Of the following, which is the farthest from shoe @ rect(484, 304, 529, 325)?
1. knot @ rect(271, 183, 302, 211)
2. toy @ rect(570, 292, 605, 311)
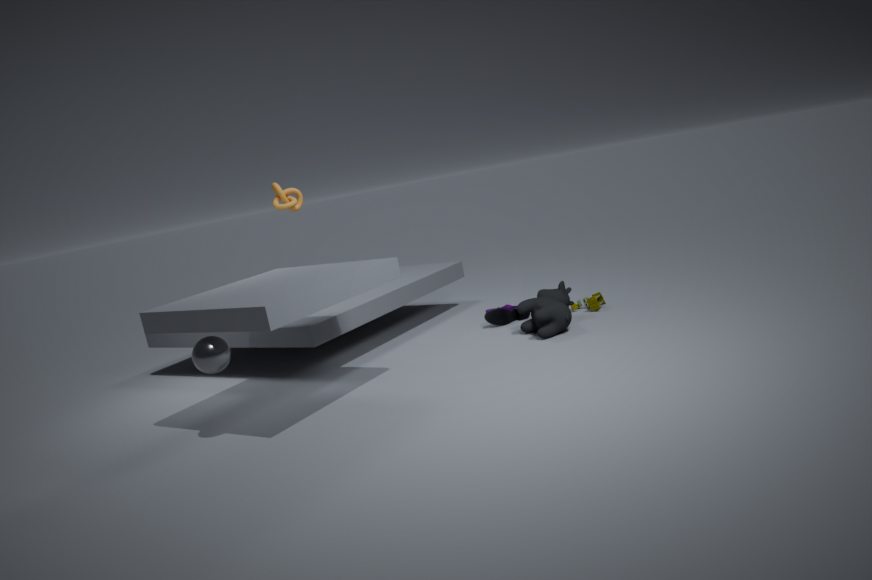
knot @ rect(271, 183, 302, 211)
